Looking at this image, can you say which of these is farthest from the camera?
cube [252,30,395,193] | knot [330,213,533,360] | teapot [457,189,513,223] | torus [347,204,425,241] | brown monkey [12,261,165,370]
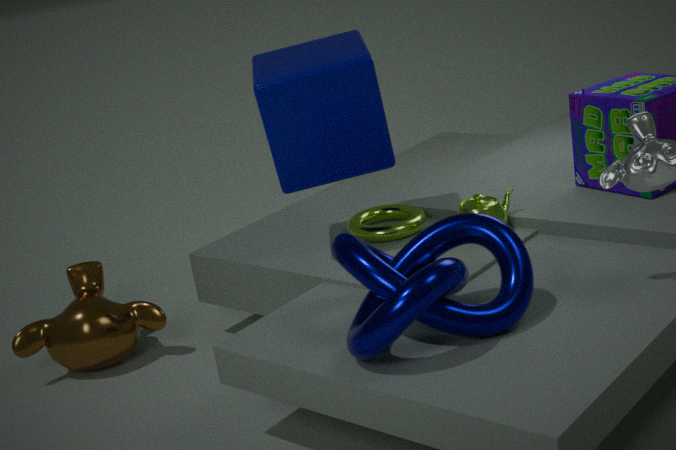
brown monkey [12,261,165,370]
